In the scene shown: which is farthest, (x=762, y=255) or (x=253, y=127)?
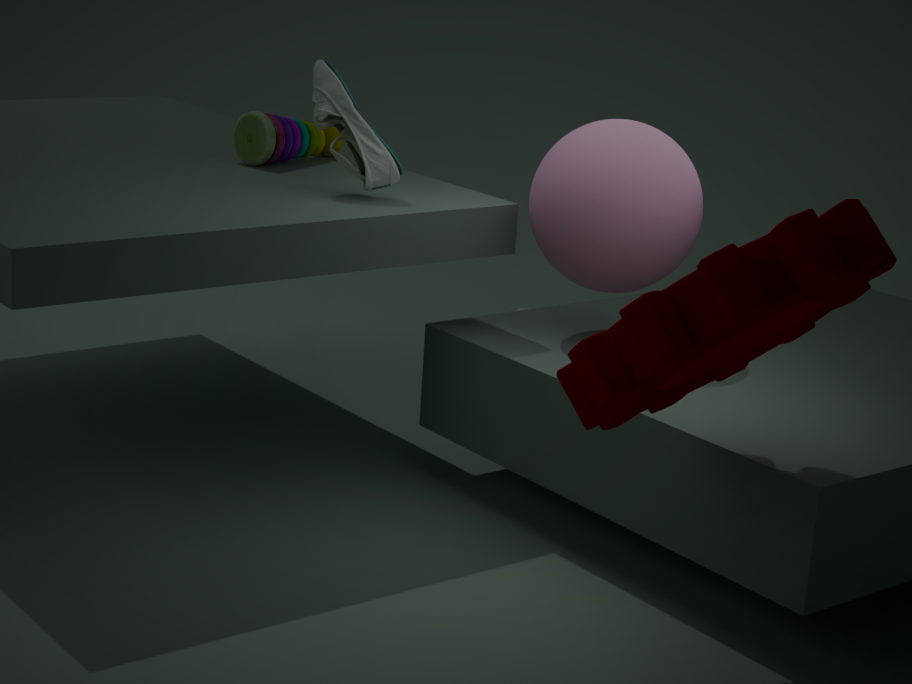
(x=253, y=127)
